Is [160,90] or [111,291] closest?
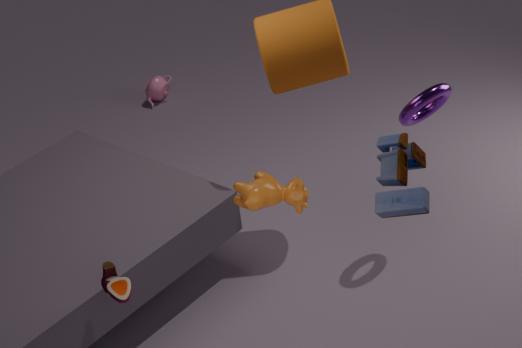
[111,291]
